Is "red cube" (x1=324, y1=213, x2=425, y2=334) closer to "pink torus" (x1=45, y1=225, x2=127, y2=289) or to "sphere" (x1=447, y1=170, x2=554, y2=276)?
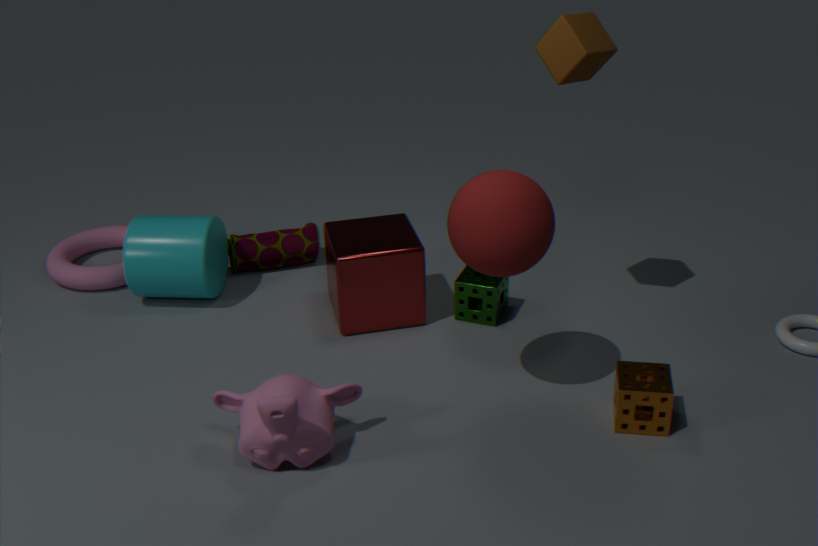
"sphere" (x1=447, y1=170, x2=554, y2=276)
